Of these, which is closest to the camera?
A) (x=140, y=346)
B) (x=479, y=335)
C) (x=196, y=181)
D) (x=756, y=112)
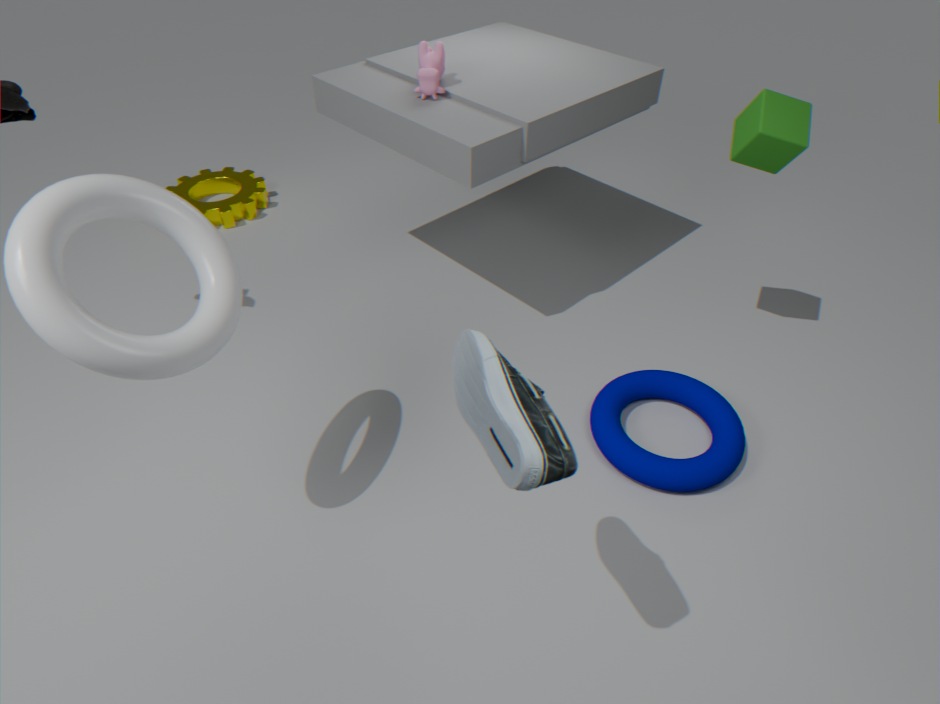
(x=479, y=335)
